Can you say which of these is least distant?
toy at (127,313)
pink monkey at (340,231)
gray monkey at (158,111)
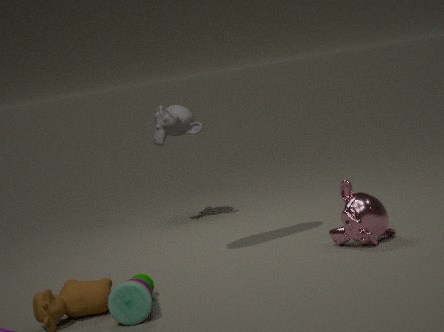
toy at (127,313)
